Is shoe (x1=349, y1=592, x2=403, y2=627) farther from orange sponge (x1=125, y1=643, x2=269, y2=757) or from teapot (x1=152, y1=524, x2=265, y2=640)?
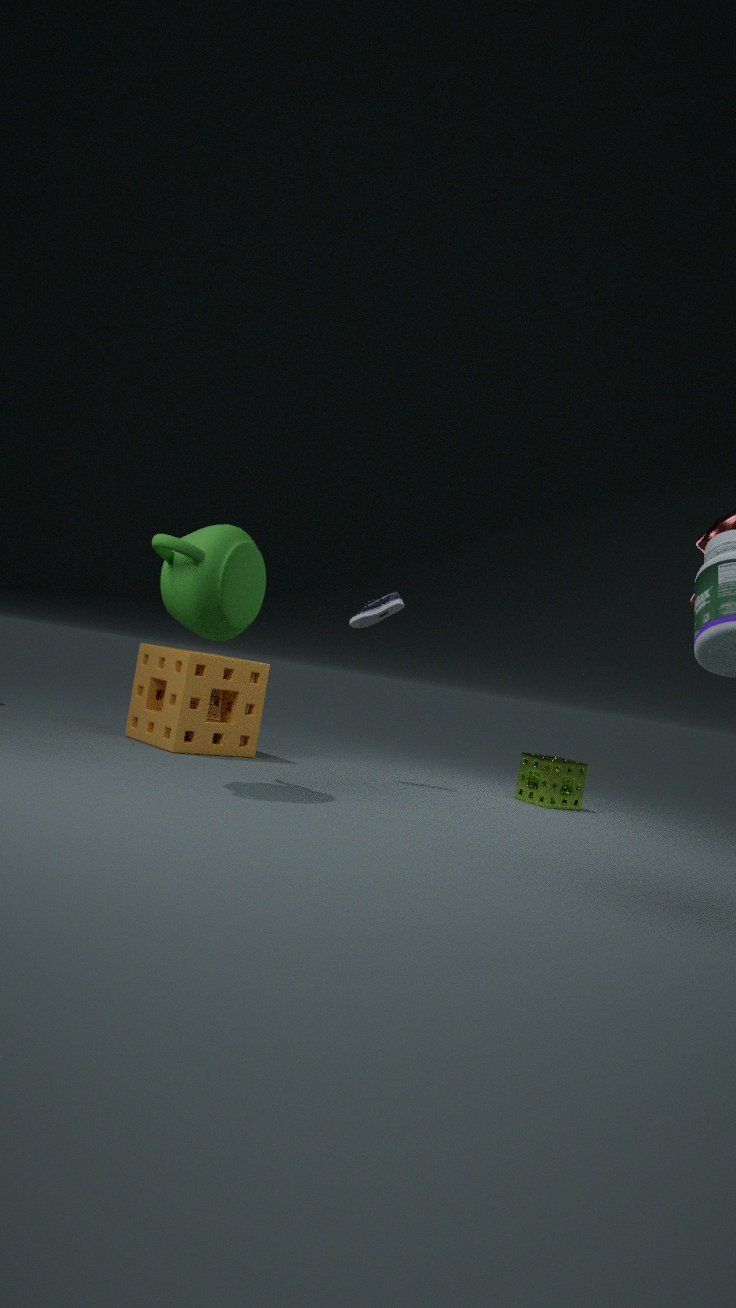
teapot (x1=152, y1=524, x2=265, y2=640)
